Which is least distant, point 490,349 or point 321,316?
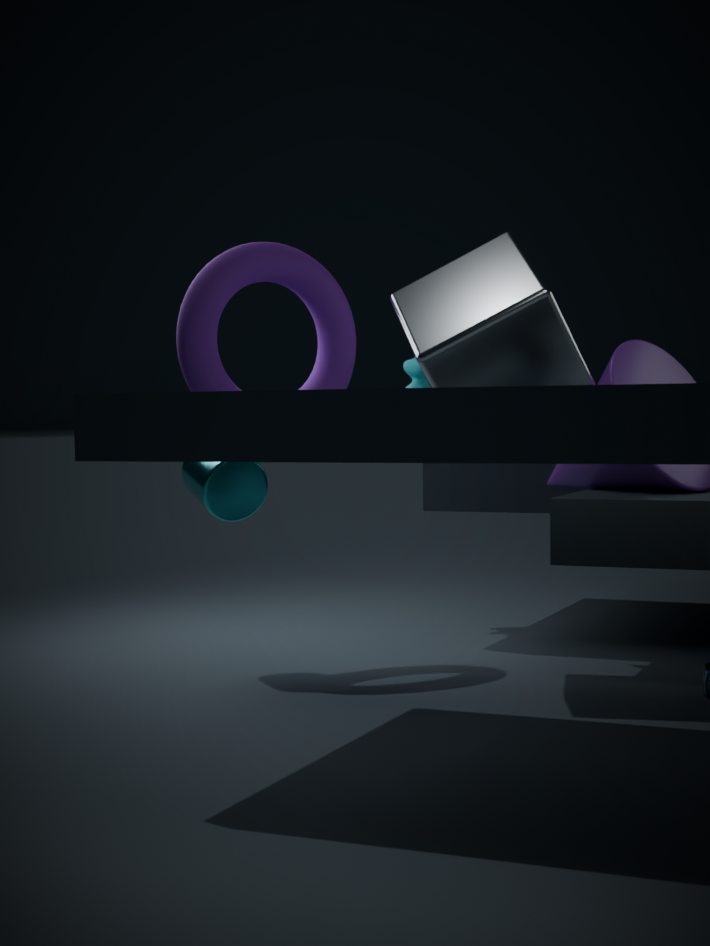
point 490,349
